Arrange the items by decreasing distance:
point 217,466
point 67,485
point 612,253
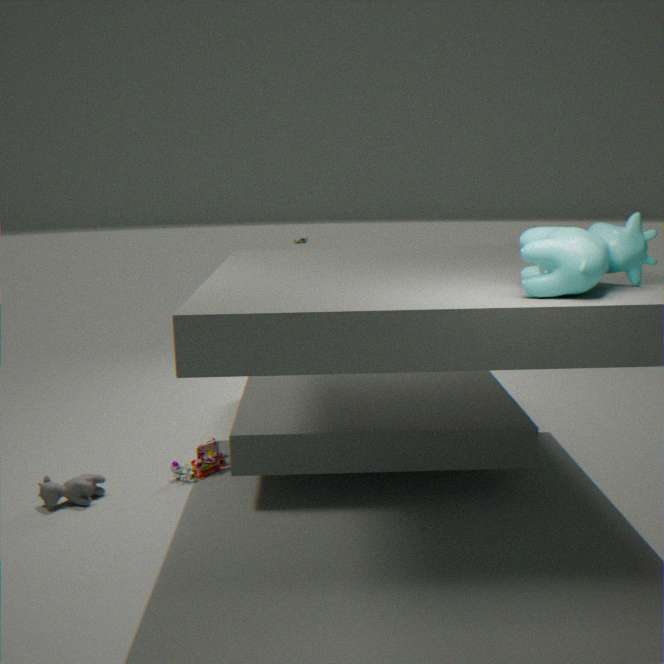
point 217,466 < point 67,485 < point 612,253
